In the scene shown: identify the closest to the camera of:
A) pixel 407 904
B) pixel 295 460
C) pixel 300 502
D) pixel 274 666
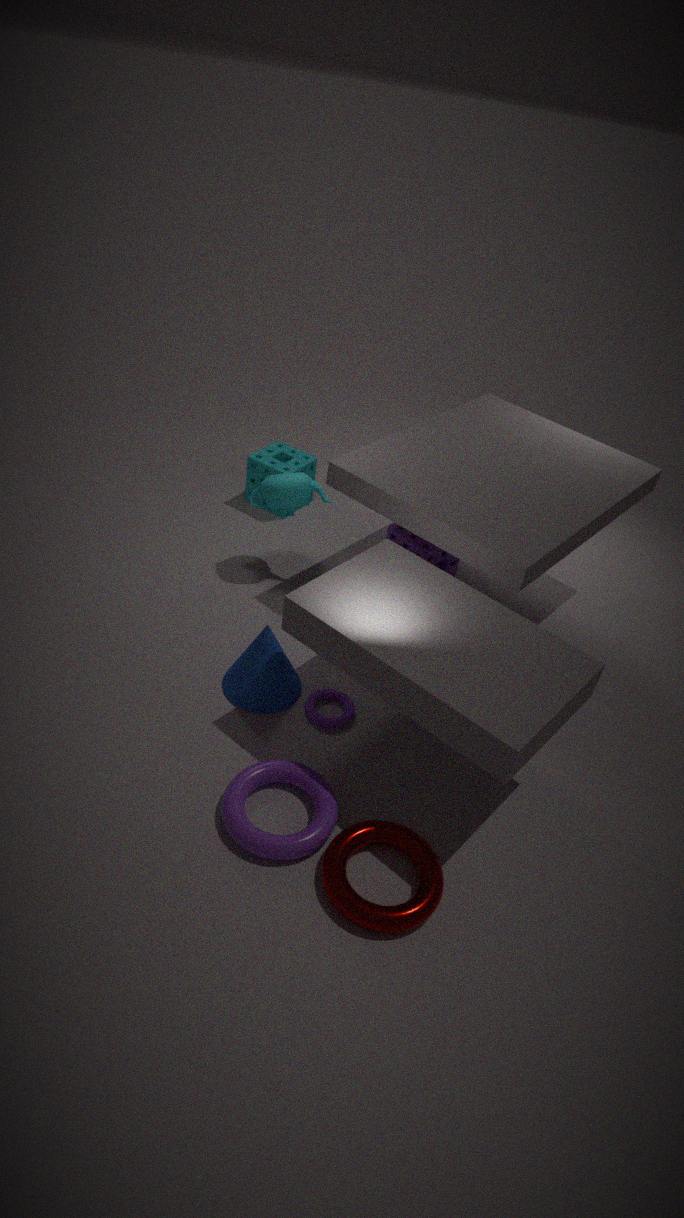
pixel 407 904
